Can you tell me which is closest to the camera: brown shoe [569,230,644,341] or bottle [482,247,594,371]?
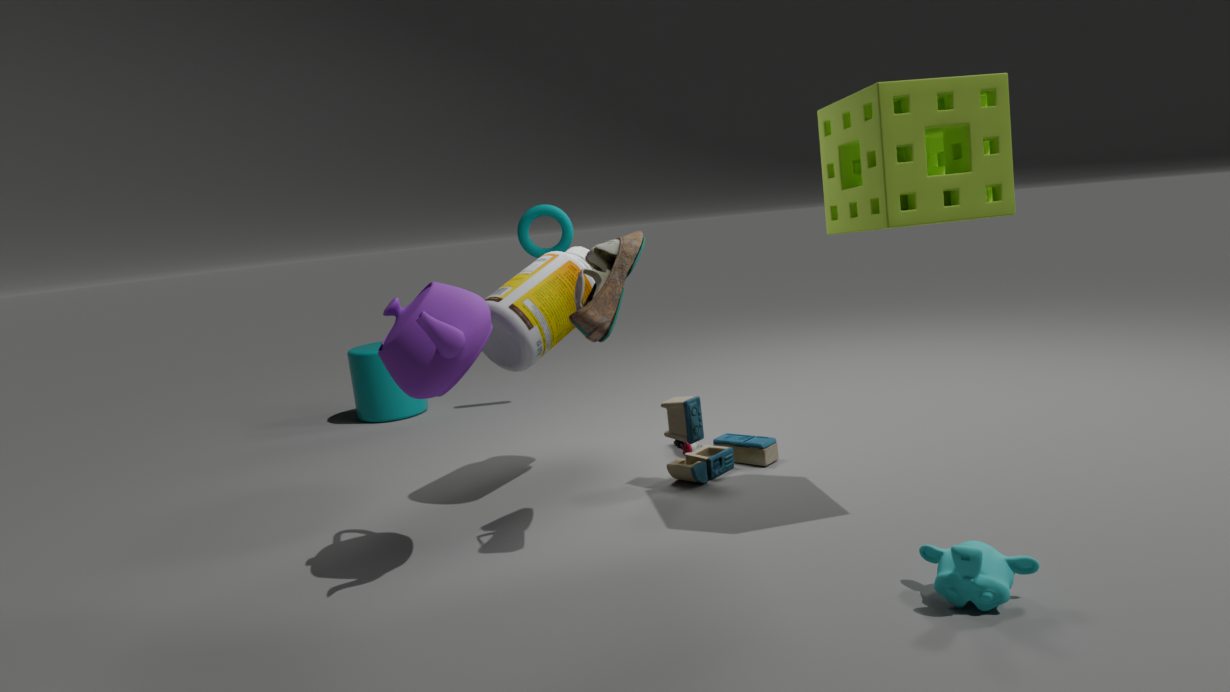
brown shoe [569,230,644,341]
